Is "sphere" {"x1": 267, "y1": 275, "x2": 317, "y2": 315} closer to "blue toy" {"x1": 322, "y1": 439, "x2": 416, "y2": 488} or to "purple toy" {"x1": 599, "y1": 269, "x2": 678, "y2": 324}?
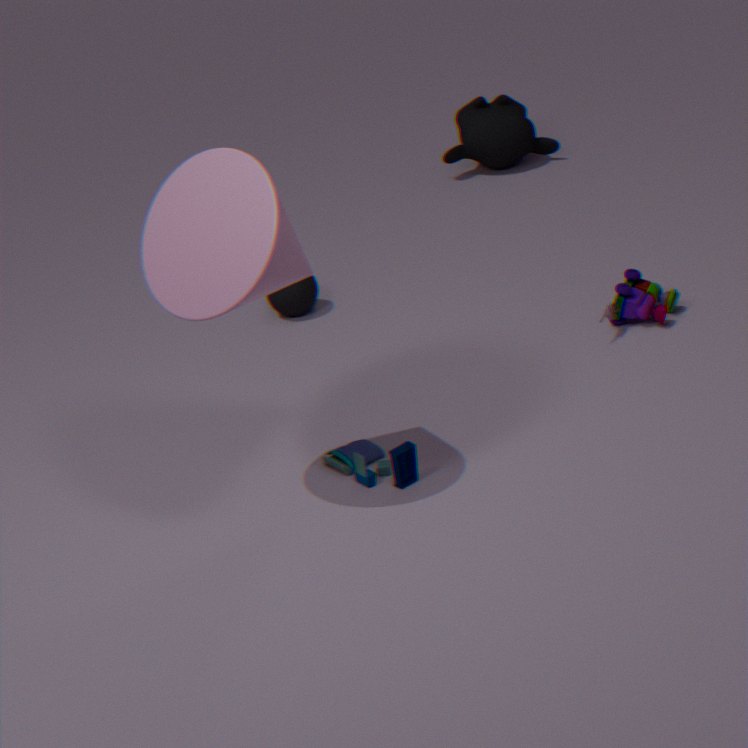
"blue toy" {"x1": 322, "y1": 439, "x2": 416, "y2": 488}
